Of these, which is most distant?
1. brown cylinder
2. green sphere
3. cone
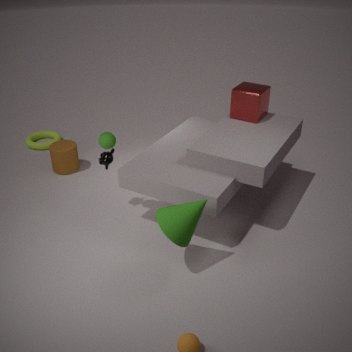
brown cylinder
